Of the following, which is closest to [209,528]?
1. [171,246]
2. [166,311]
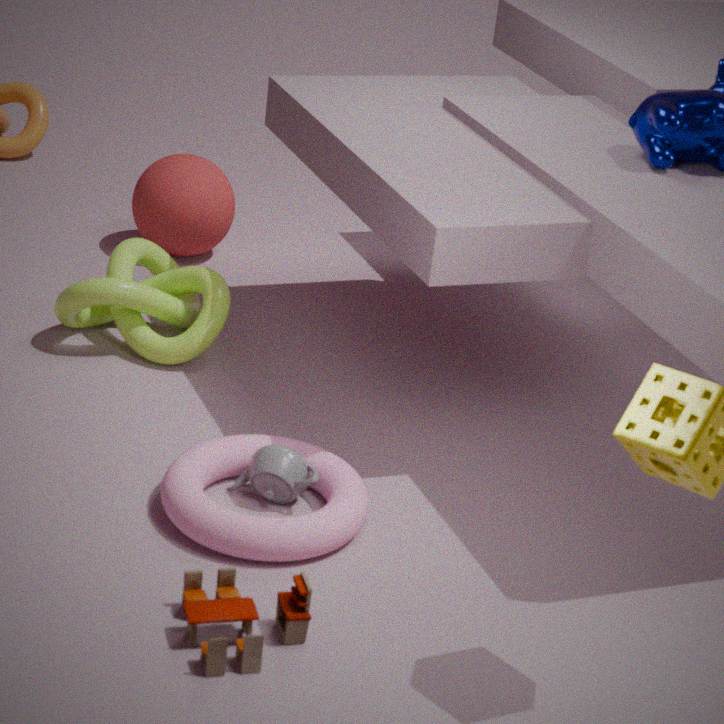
[166,311]
